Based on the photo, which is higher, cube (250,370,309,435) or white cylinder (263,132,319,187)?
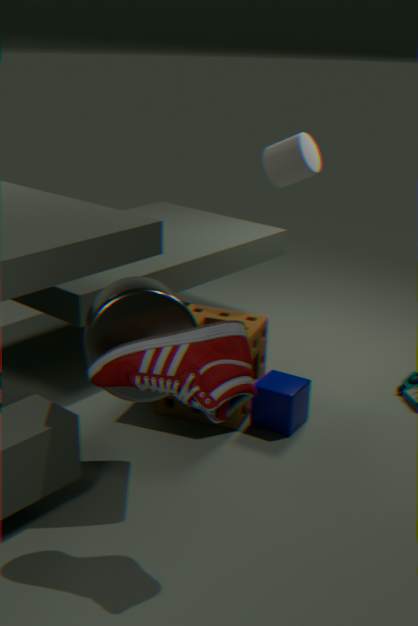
white cylinder (263,132,319,187)
